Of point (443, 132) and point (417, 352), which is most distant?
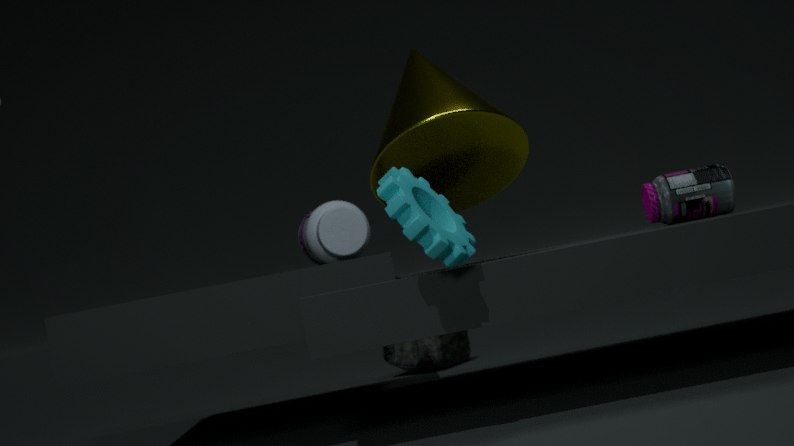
point (417, 352)
